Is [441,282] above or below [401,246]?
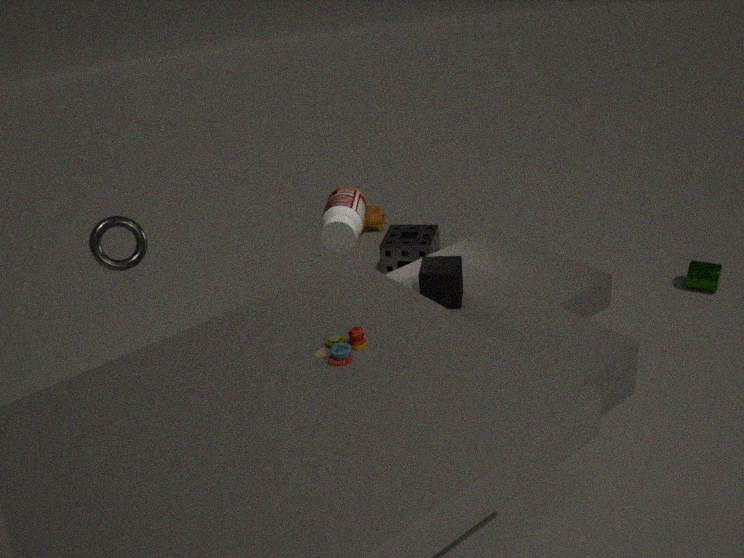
above
